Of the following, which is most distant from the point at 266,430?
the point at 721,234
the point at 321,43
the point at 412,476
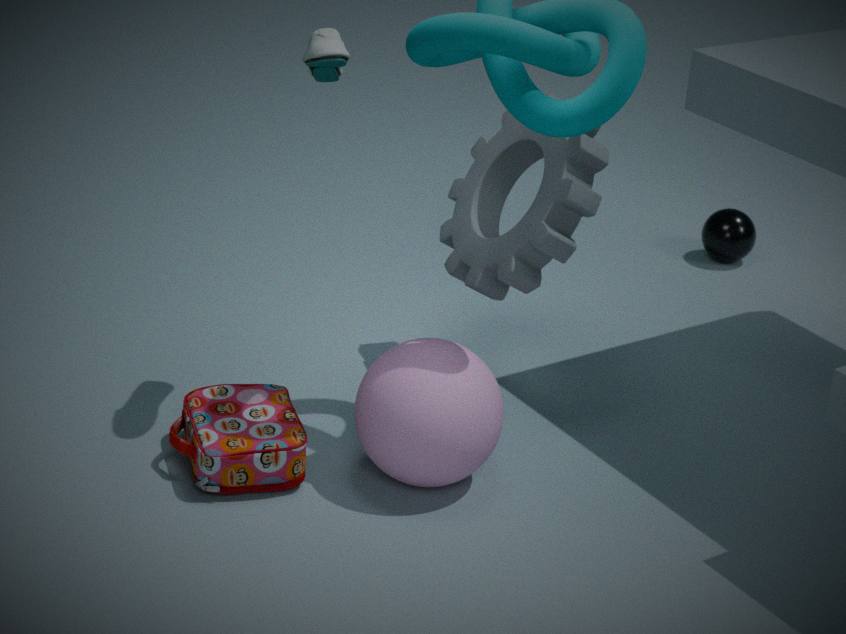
the point at 721,234
